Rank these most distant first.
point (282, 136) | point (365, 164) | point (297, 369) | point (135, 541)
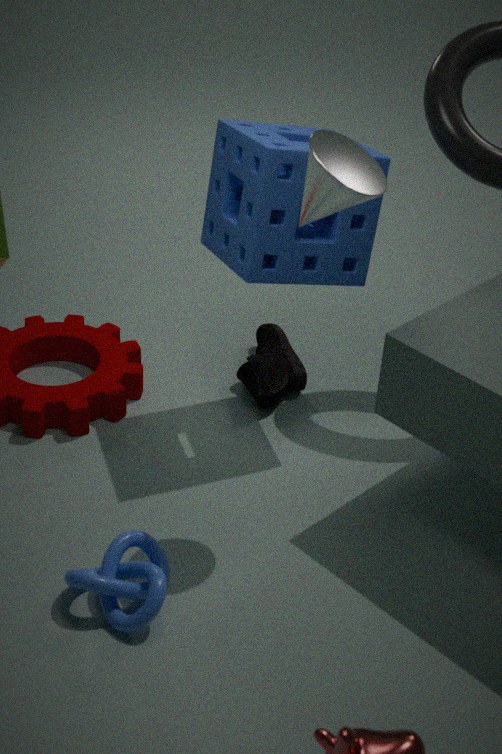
1. point (297, 369)
2. point (282, 136)
3. point (135, 541)
4. point (365, 164)
